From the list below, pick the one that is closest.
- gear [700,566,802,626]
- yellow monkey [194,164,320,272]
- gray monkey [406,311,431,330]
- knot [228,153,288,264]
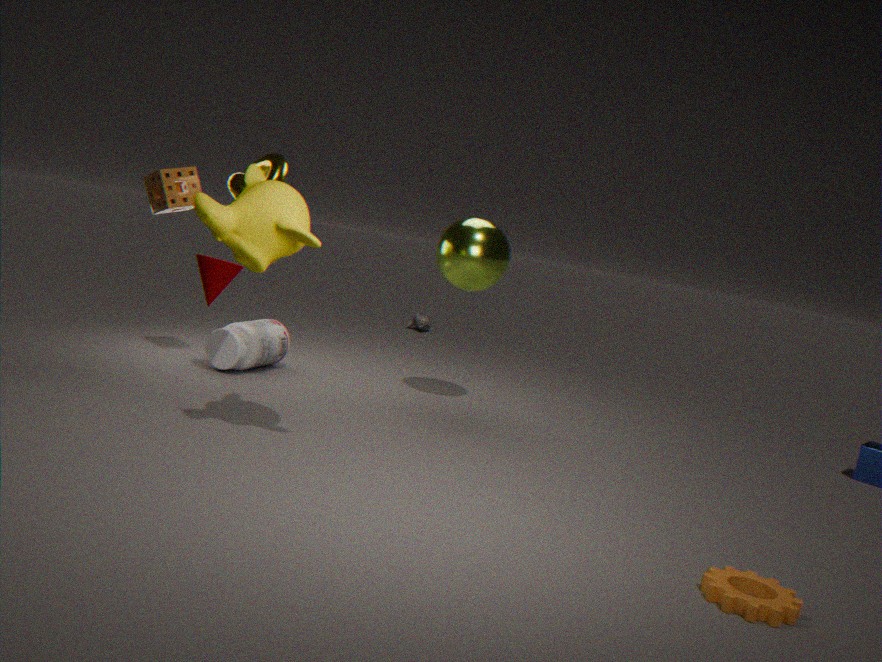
gear [700,566,802,626]
